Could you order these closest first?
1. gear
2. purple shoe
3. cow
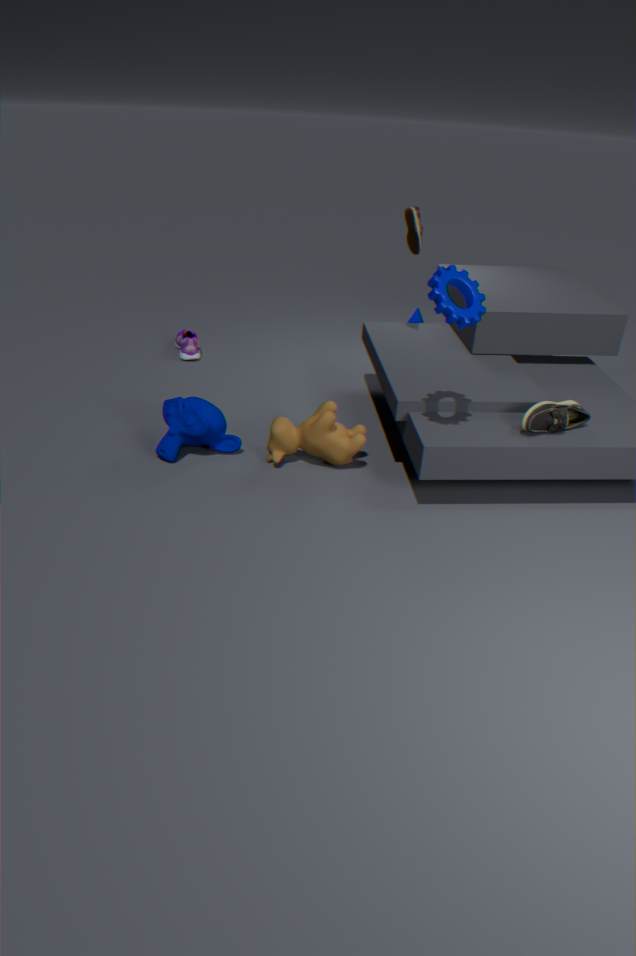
gear
cow
purple shoe
